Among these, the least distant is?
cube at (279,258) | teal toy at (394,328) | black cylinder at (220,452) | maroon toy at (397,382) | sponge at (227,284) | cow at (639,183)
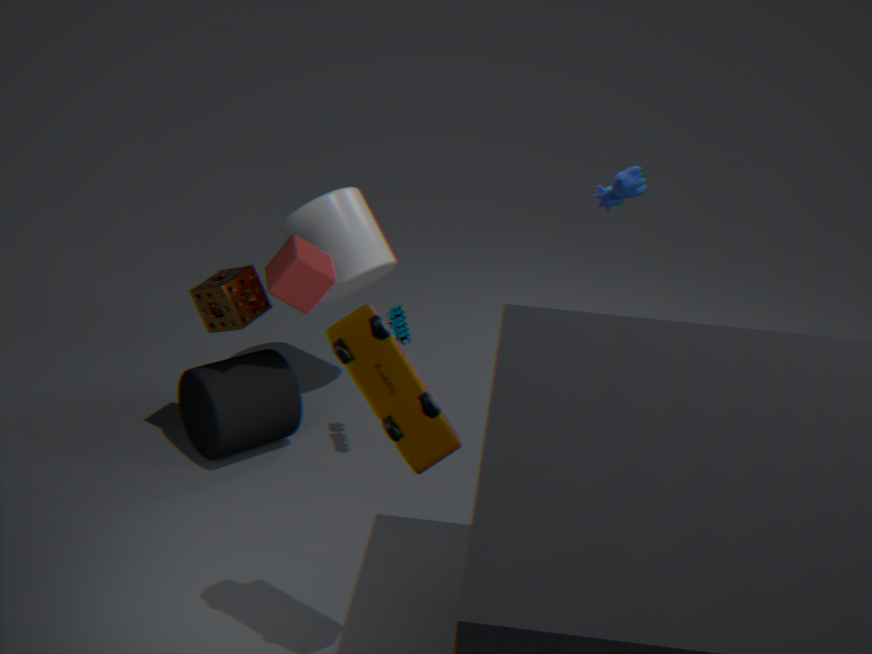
maroon toy at (397,382)
